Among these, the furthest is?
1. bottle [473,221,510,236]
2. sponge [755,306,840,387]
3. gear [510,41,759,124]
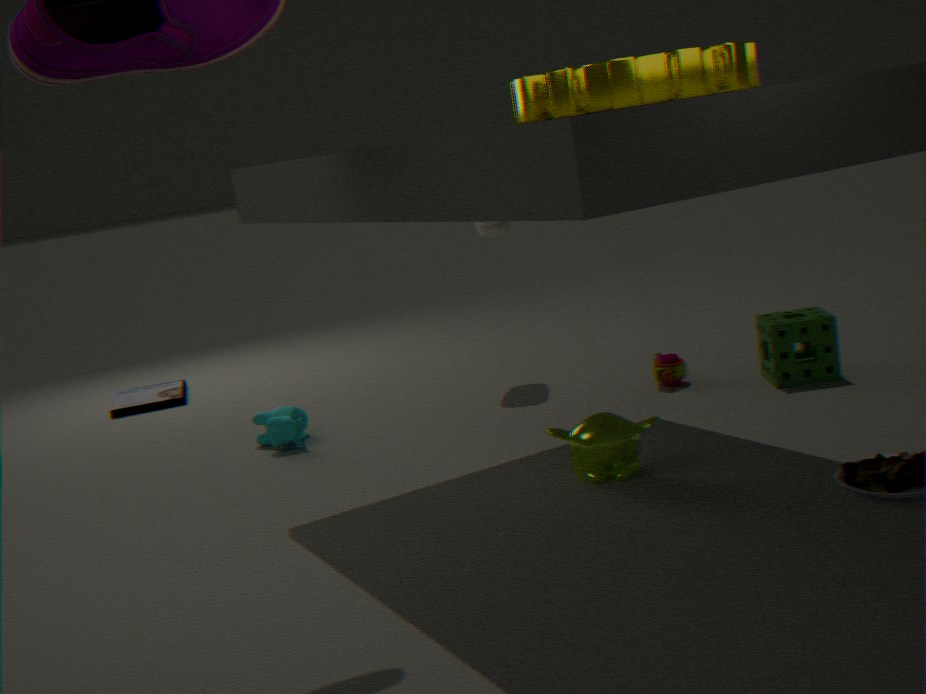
bottle [473,221,510,236]
